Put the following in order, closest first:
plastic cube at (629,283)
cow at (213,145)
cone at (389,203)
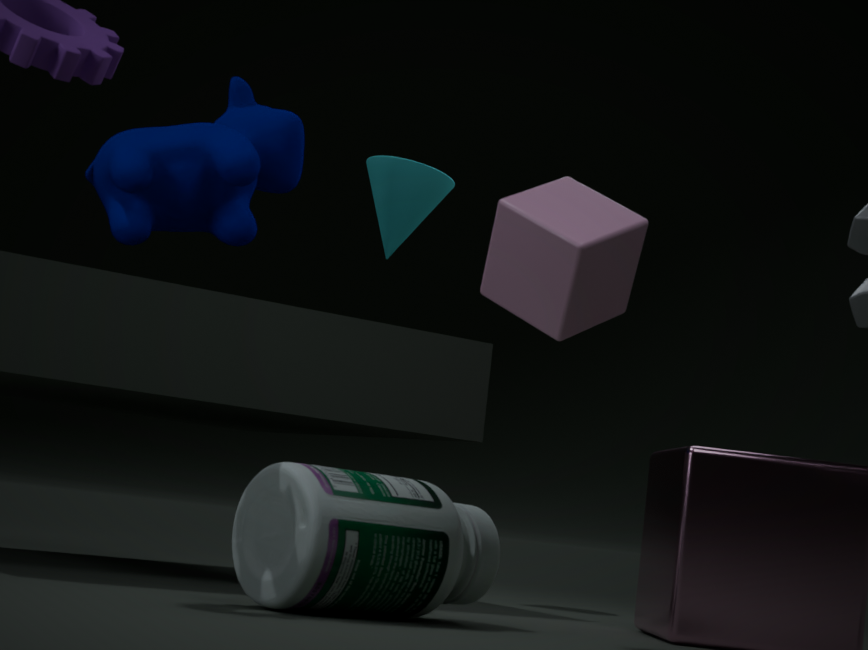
plastic cube at (629,283) → cow at (213,145) → cone at (389,203)
